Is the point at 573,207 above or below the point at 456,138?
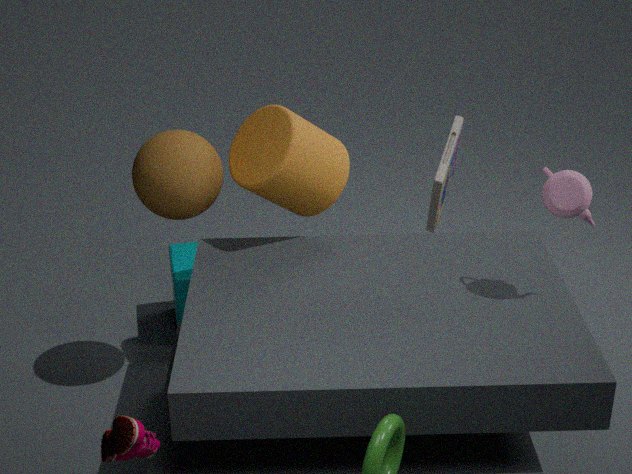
above
